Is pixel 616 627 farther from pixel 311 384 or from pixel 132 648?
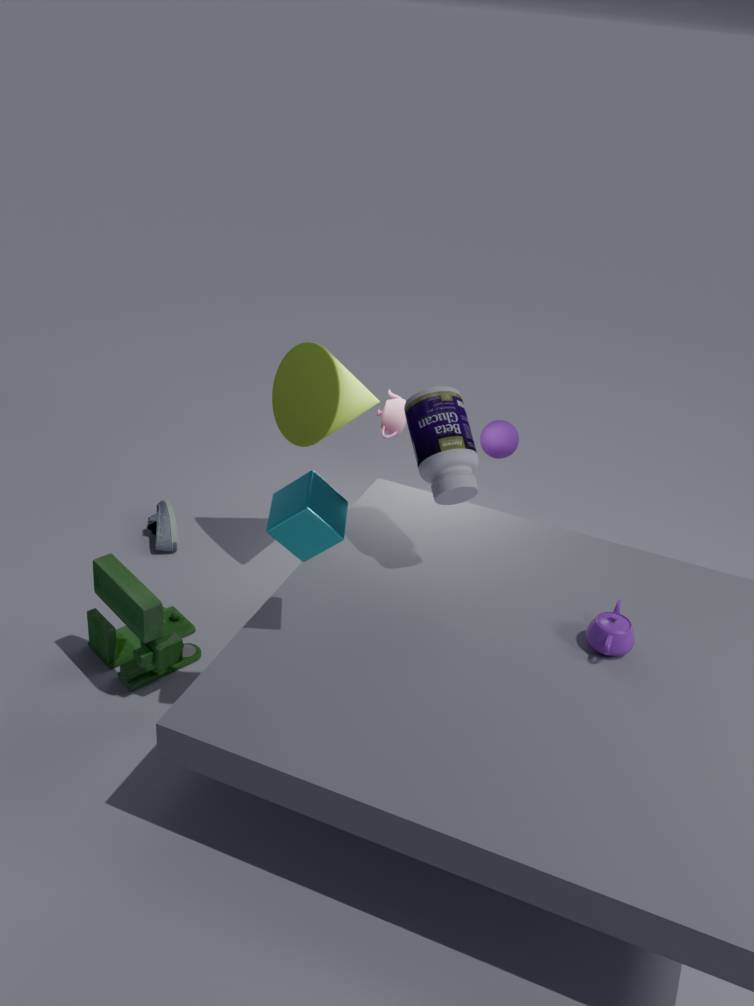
pixel 132 648
